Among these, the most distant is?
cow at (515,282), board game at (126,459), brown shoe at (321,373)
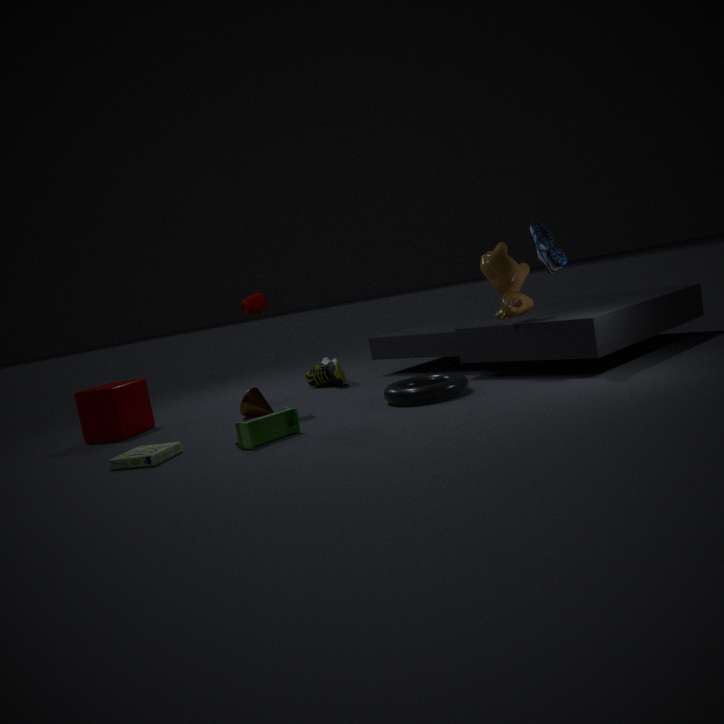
brown shoe at (321,373)
